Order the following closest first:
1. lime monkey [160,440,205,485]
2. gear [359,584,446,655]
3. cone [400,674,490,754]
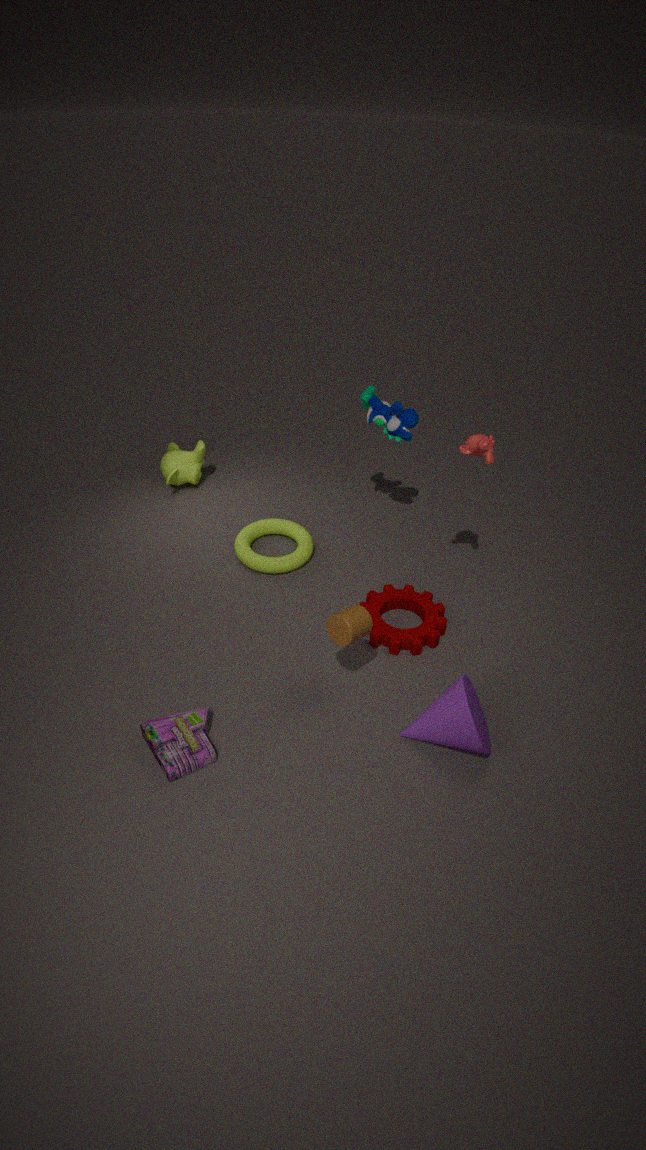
1. cone [400,674,490,754]
2. gear [359,584,446,655]
3. lime monkey [160,440,205,485]
